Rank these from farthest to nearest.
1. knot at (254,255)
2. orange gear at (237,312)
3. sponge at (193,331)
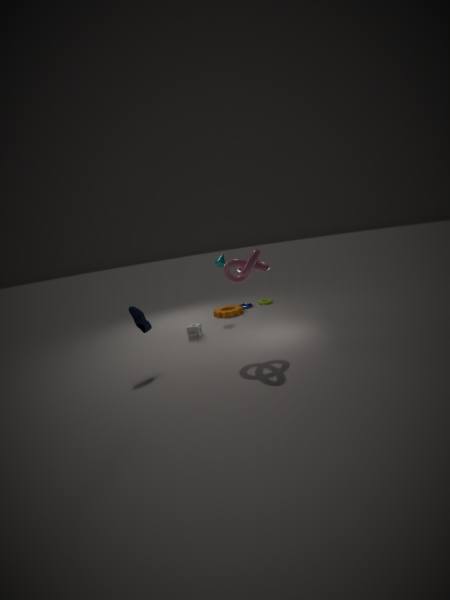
orange gear at (237,312) → sponge at (193,331) → knot at (254,255)
